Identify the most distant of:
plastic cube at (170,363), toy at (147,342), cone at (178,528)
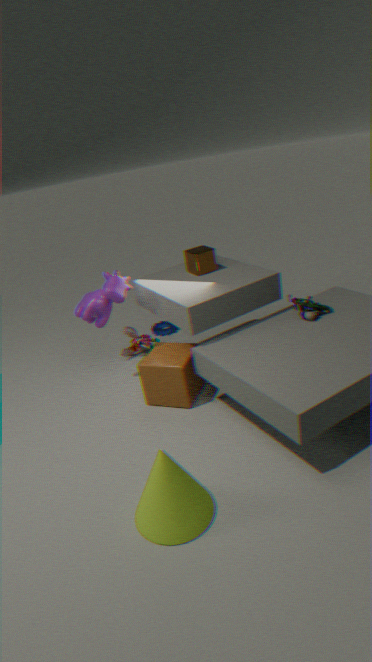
toy at (147,342)
